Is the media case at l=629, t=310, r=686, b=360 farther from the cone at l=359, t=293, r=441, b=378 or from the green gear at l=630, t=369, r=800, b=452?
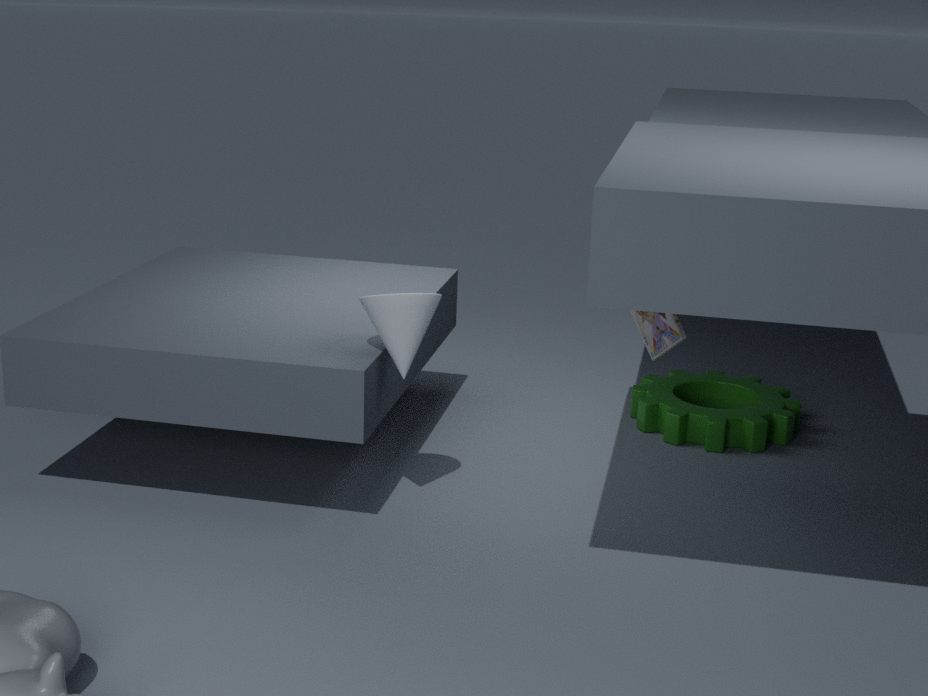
the cone at l=359, t=293, r=441, b=378
